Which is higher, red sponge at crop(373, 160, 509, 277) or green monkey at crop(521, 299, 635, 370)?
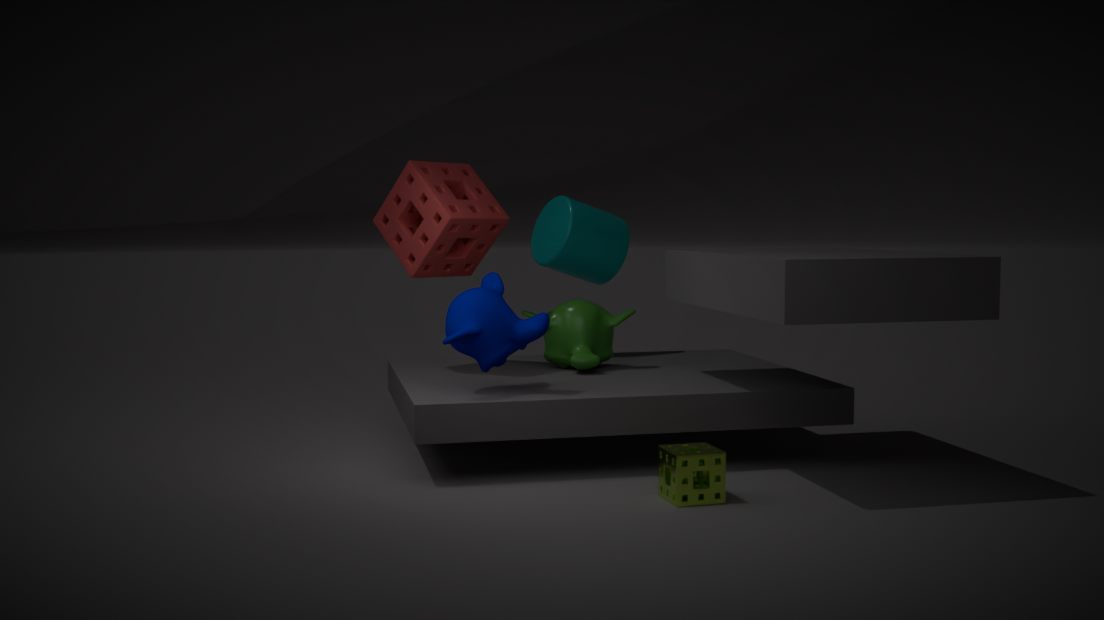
red sponge at crop(373, 160, 509, 277)
